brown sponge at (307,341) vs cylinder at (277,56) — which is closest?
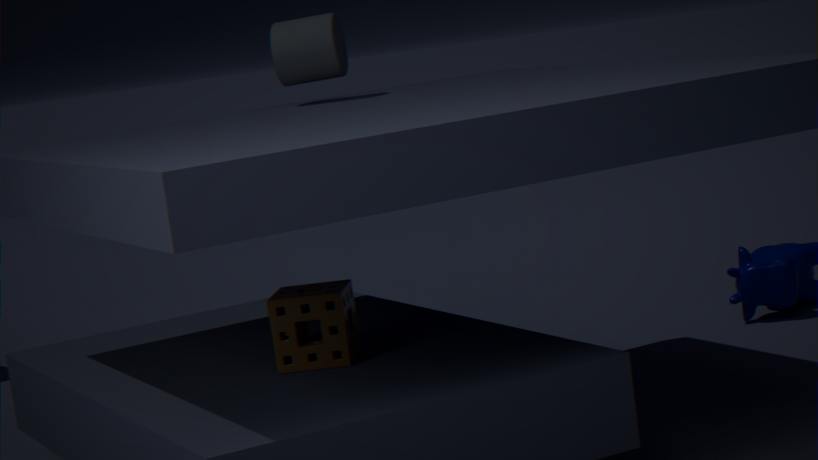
brown sponge at (307,341)
